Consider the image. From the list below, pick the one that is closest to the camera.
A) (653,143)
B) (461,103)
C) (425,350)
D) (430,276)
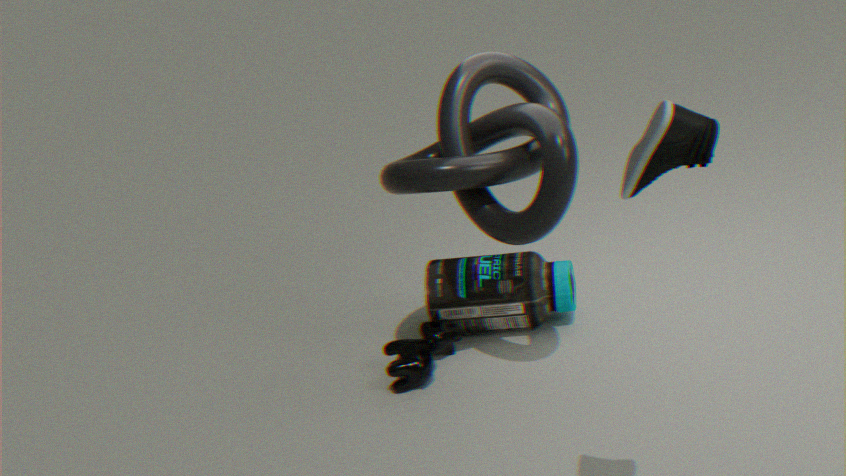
(653,143)
